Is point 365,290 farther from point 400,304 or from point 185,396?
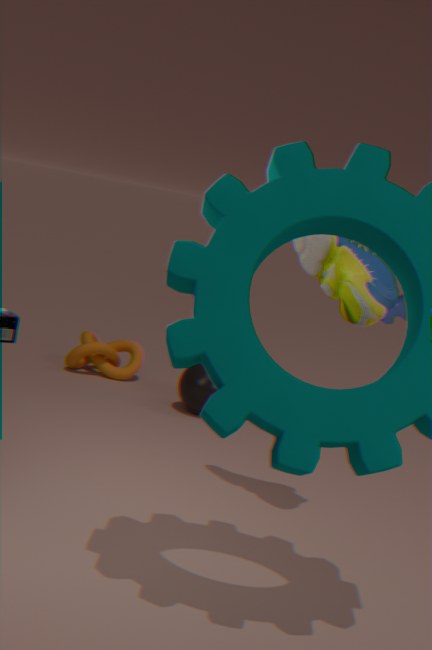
point 400,304
